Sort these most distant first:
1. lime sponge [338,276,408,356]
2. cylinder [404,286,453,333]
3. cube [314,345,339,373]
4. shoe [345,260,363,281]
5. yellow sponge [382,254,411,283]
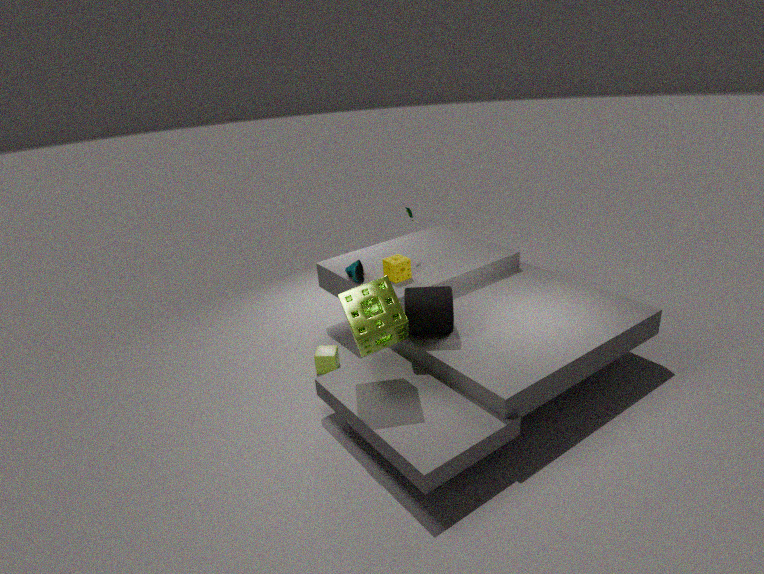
1. shoe [345,260,363,281]
2. yellow sponge [382,254,411,283]
3. cube [314,345,339,373]
4. cylinder [404,286,453,333]
5. lime sponge [338,276,408,356]
